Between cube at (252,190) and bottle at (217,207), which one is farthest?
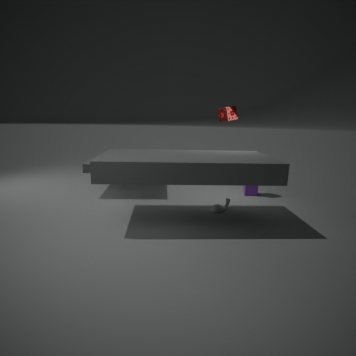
cube at (252,190)
